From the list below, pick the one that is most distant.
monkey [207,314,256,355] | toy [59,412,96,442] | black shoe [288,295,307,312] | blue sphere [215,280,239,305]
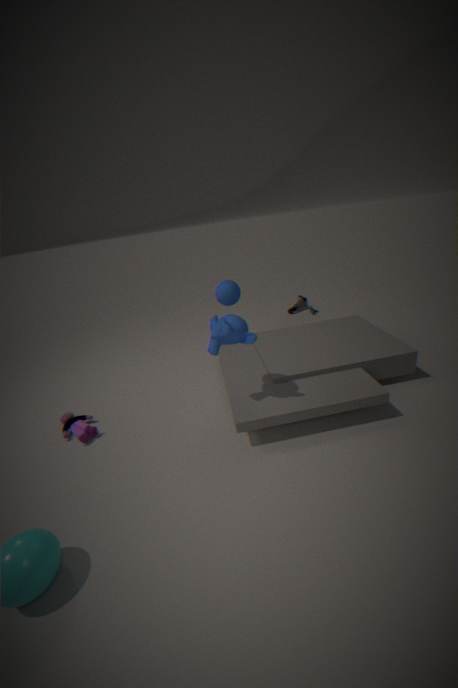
black shoe [288,295,307,312]
